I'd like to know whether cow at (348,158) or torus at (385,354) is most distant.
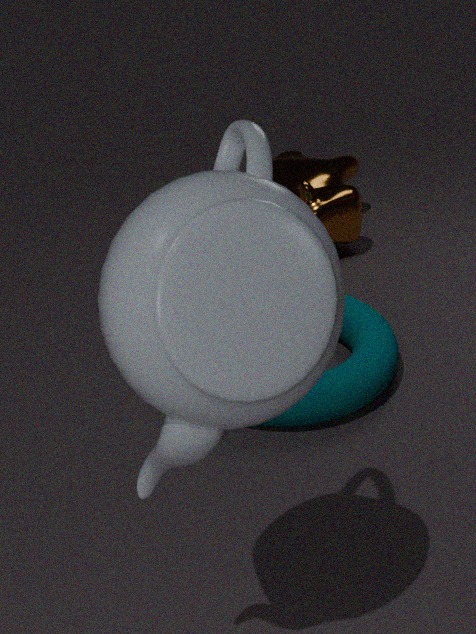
cow at (348,158)
